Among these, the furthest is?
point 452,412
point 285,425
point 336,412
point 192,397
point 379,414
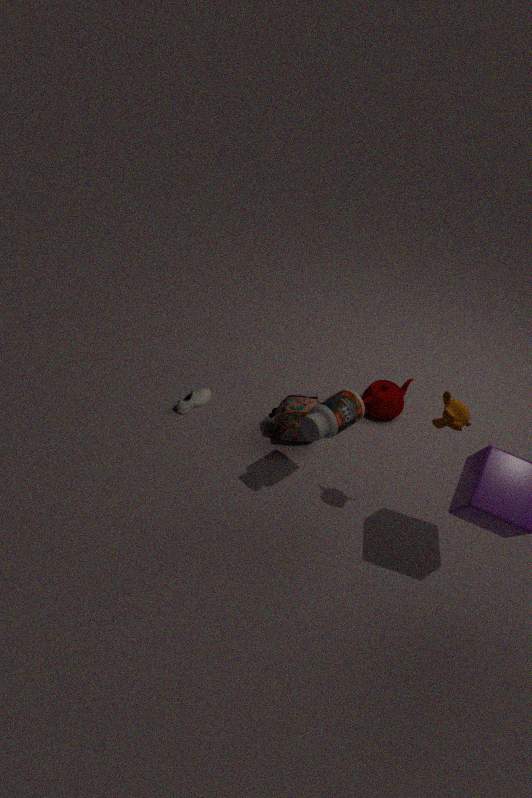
point 379,414
